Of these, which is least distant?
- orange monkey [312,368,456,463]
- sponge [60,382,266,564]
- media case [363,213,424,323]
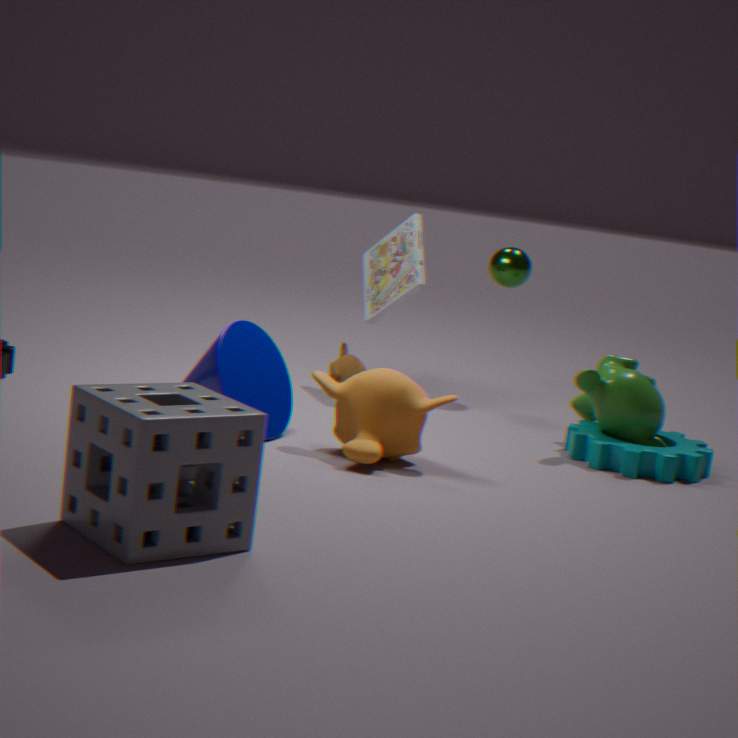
sponge [60,382,266,564]
